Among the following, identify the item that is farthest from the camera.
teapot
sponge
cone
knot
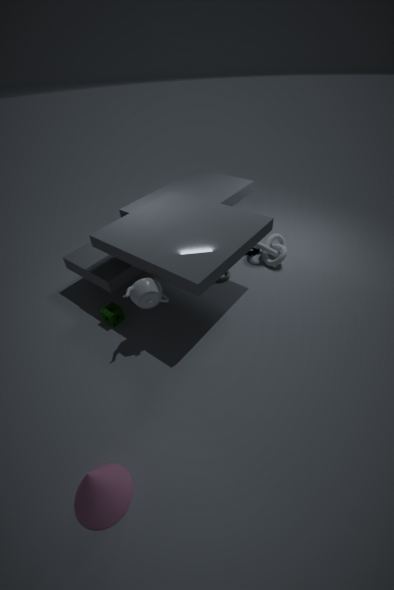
knot
